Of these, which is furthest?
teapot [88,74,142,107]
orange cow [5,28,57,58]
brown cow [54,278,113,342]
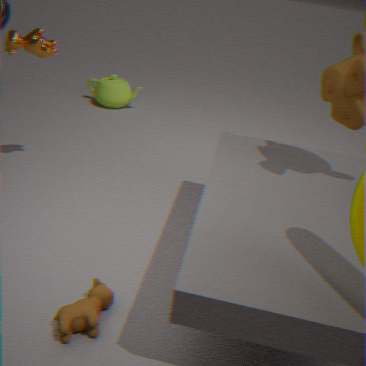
teapot [88,74,142,107]
